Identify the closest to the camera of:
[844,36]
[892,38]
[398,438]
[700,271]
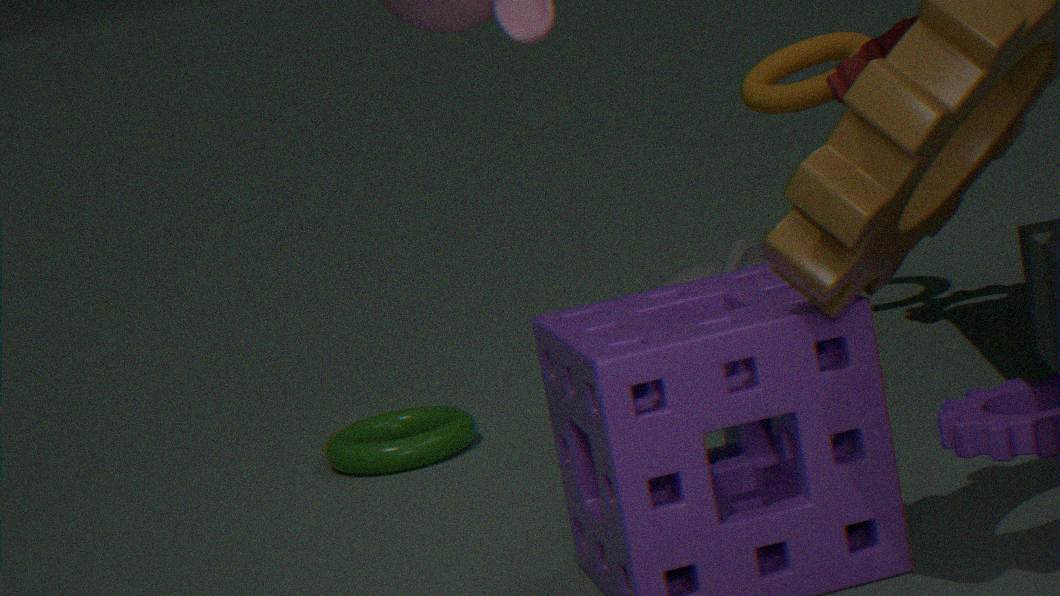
[700,271]
